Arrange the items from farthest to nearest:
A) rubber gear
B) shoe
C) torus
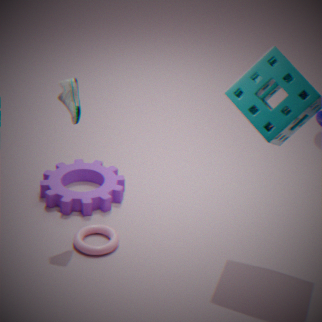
rubber gear
torus
shoe
